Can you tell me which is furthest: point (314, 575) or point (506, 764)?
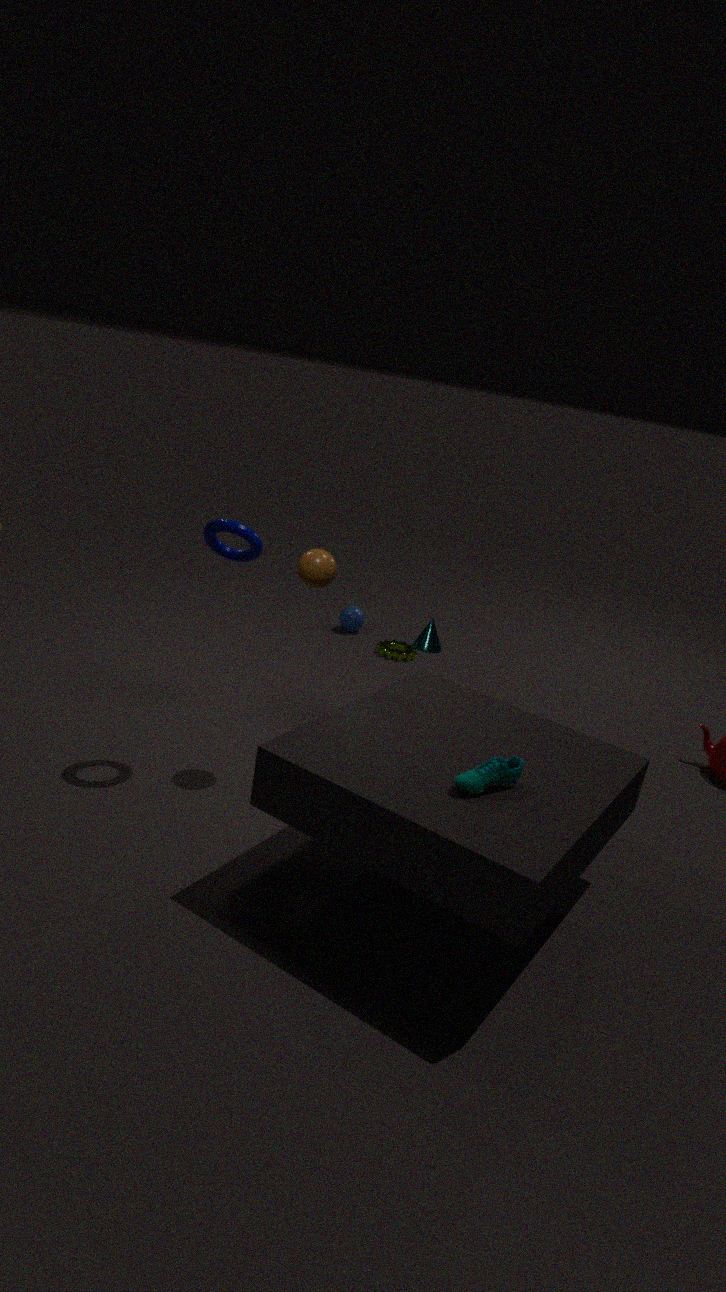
point (314, 575)
